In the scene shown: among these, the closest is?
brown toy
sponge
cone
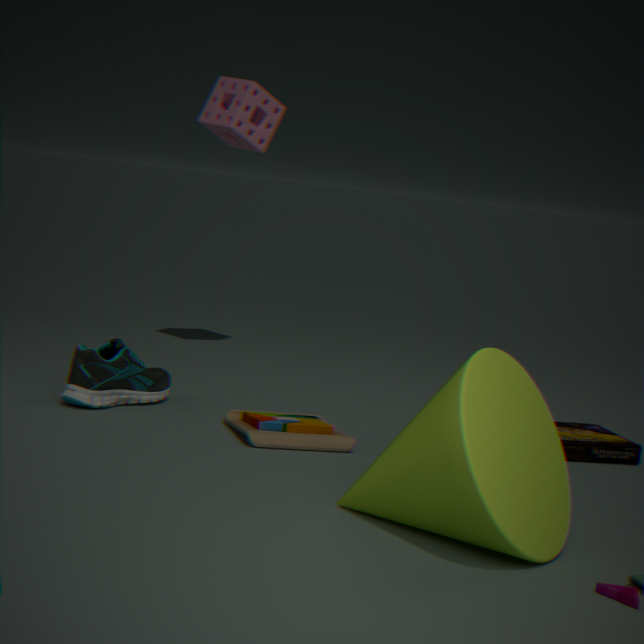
cone
